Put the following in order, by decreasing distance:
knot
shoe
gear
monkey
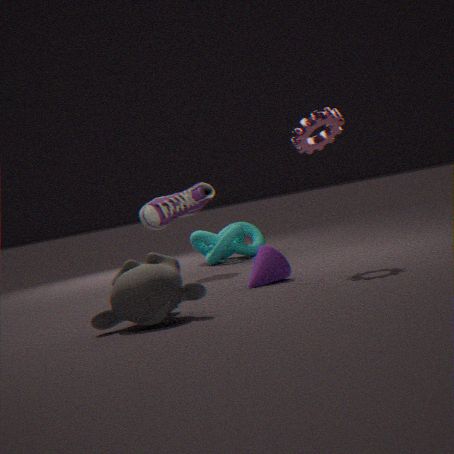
knot, shoe, gear, monkey
